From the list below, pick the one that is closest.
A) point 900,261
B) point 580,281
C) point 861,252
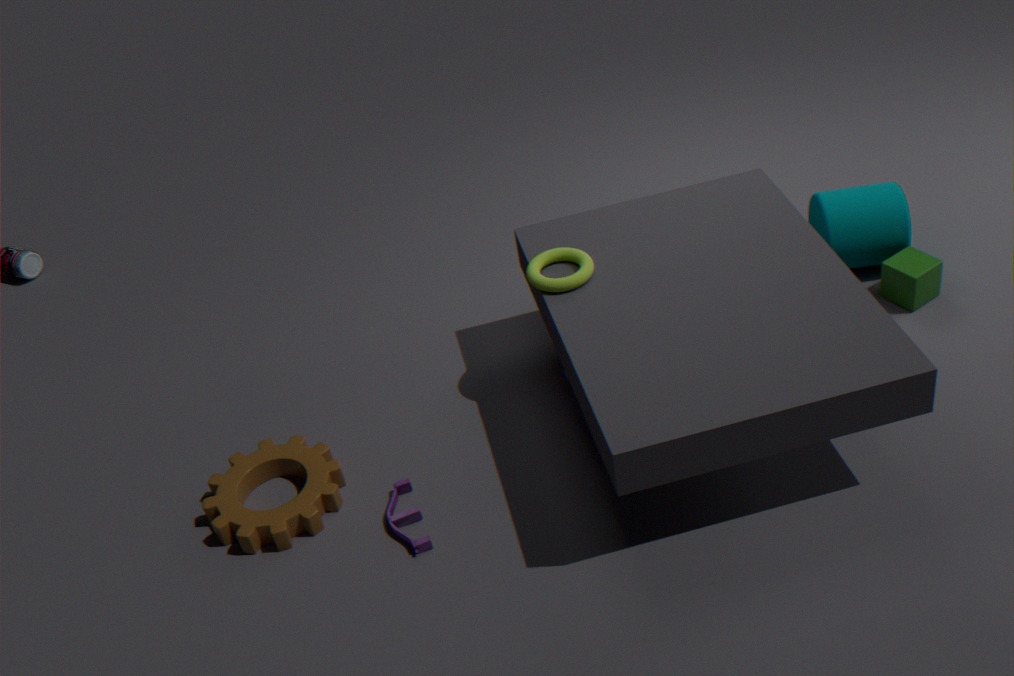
point 580,281
